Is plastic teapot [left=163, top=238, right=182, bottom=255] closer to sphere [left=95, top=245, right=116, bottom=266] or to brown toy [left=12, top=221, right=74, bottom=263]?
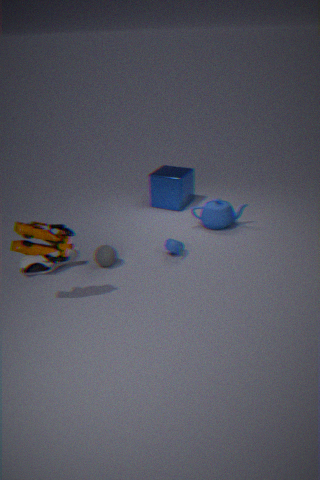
sphere [left=95, top=245, right=116, bottom=266]
